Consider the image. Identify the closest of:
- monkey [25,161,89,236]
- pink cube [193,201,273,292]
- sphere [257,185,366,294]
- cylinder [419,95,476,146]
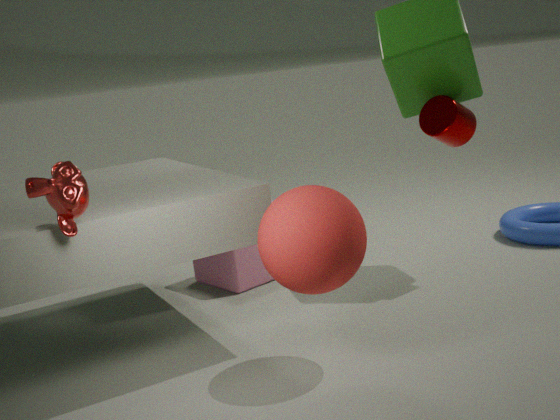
monkey [25,161,89,236]
